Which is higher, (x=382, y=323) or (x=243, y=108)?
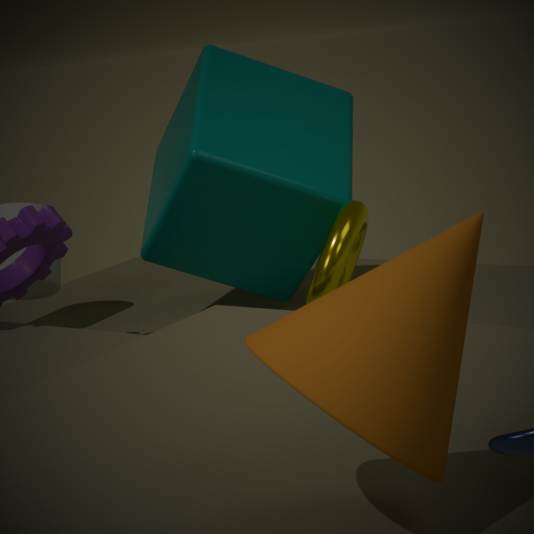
(x=382, y=323)
